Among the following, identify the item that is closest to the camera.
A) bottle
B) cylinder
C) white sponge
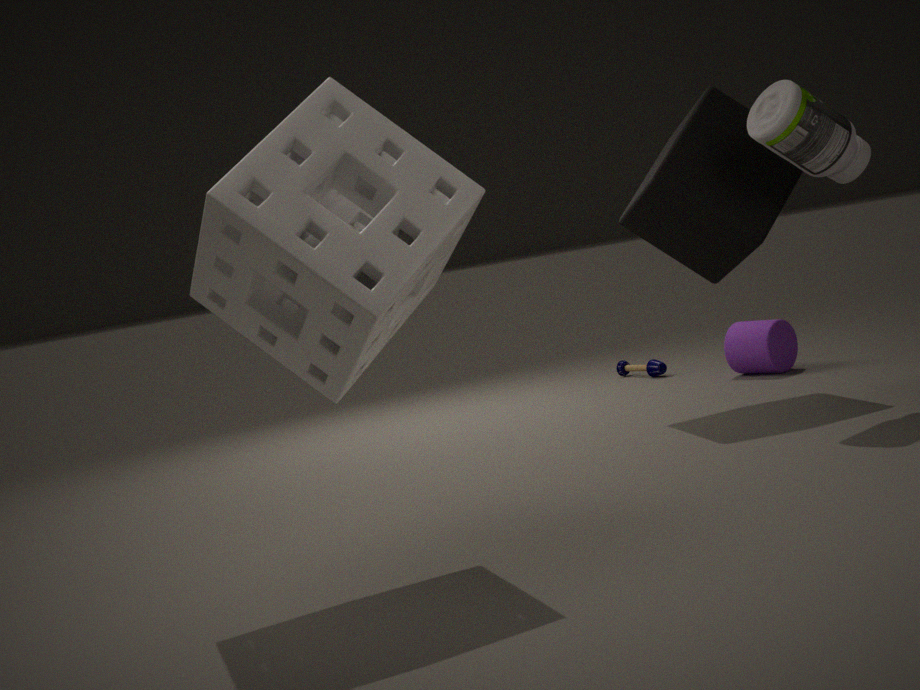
white sponge
